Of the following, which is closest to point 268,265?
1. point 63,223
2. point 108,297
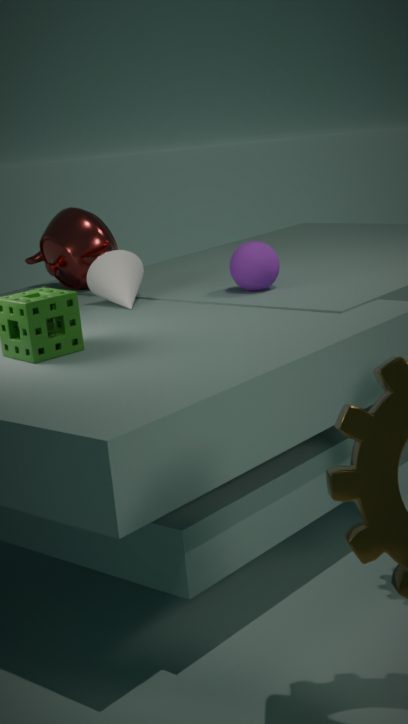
point 108,297
